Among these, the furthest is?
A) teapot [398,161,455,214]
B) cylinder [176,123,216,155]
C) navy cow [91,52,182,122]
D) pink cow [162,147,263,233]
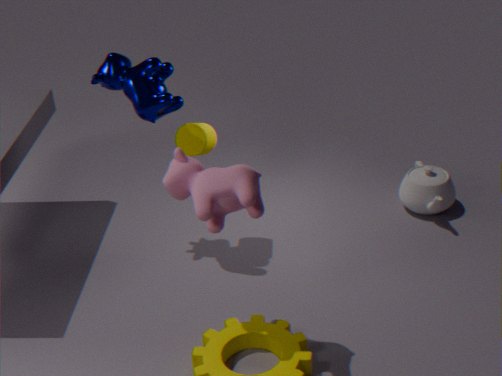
teapot [398,161,455,214]
